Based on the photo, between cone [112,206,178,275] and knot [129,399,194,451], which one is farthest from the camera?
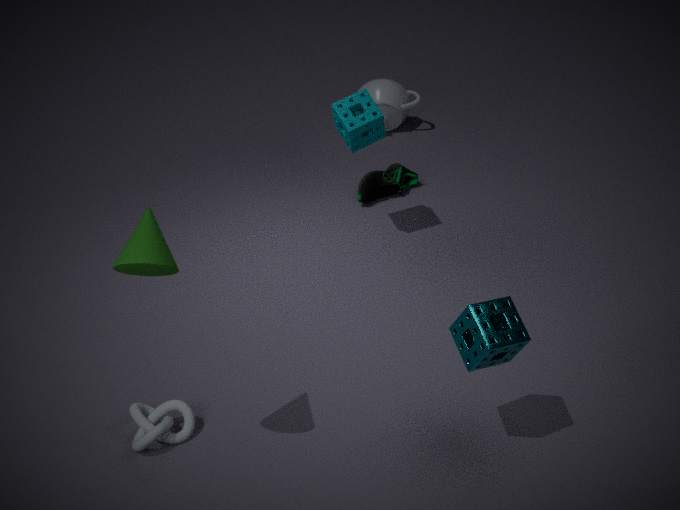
knot [129,399,194,451]
